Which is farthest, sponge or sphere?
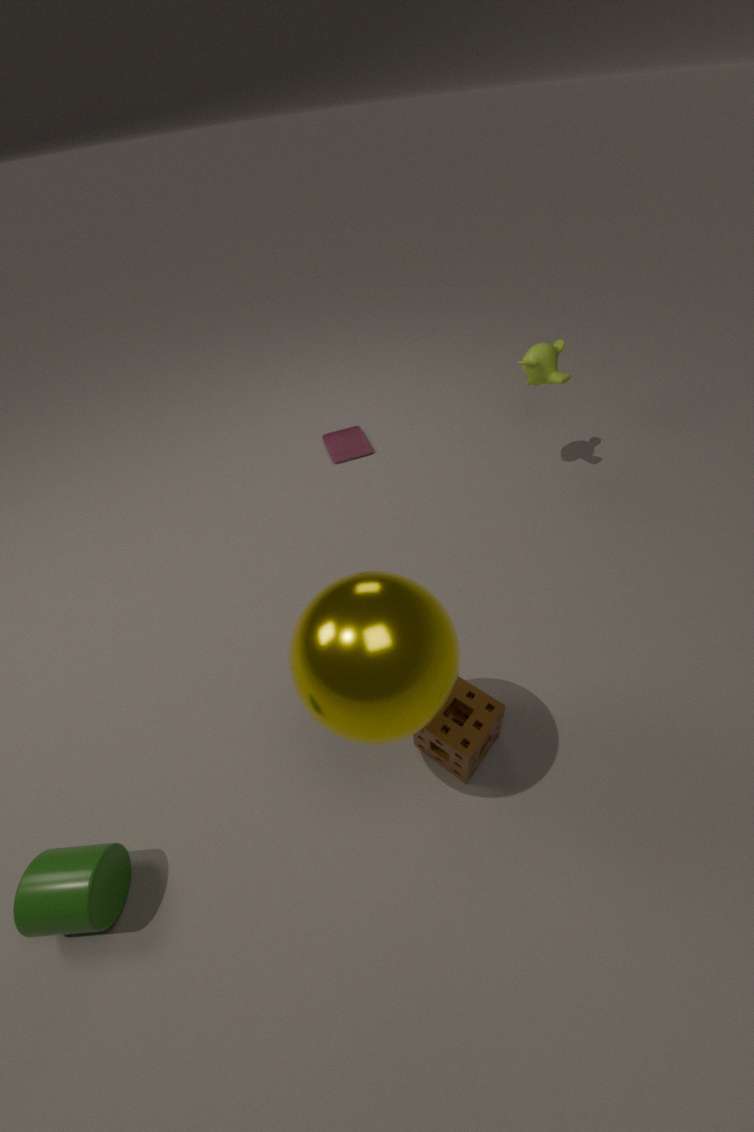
sponge
